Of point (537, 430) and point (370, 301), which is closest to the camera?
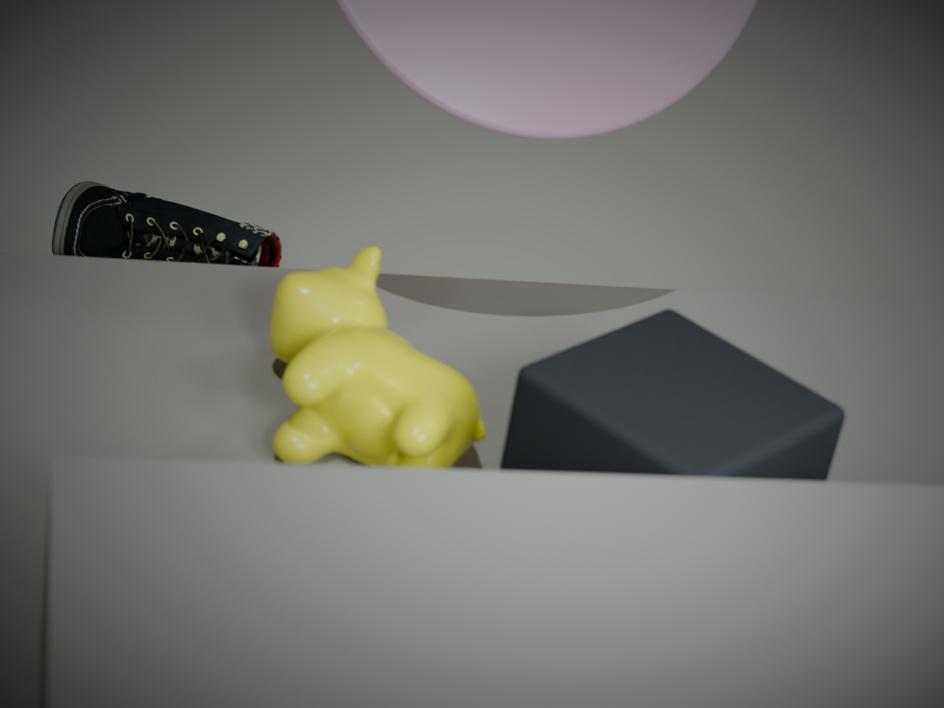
point (537, 430)
